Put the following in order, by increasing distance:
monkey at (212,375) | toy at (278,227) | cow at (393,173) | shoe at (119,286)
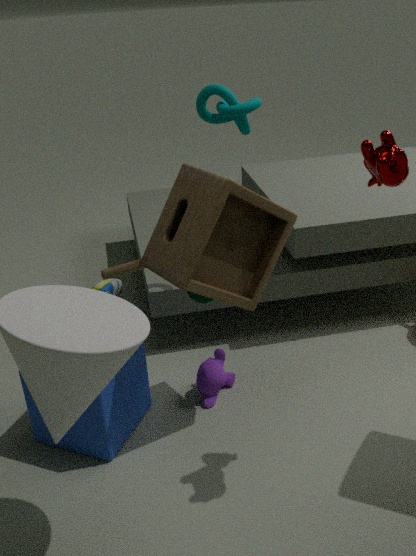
cow at (393,173) < toy at (278,227) < monkey at (212,375) < shoe at (119,286)
